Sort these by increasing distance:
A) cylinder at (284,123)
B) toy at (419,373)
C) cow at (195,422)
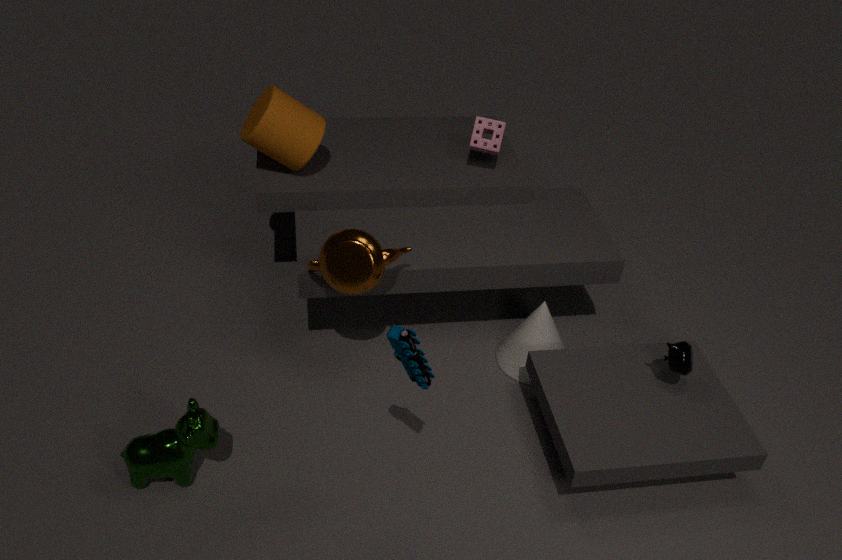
toy at (419,373) < cow at (195,422) < cylinder at (284,123)
